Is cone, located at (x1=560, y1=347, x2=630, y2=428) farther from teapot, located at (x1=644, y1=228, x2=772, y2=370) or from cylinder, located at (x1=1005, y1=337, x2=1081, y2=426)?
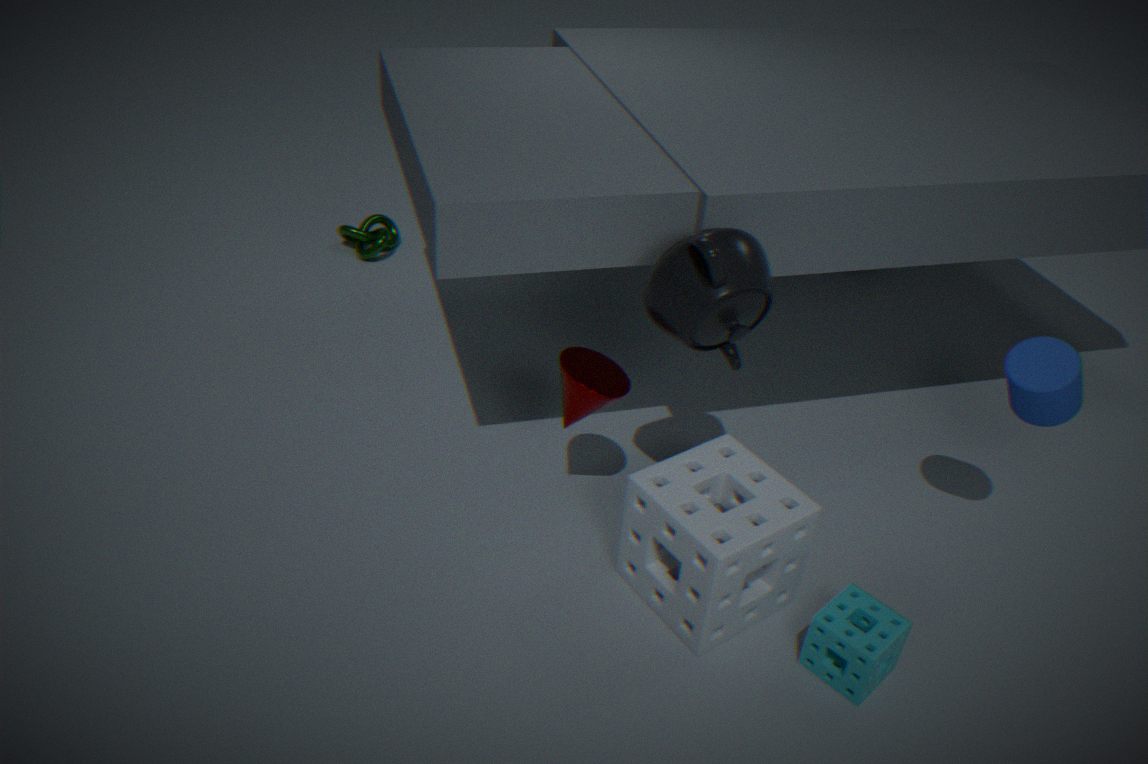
cylinder, located at (x1=1005, y1=337, x2=1081, y2=426)
